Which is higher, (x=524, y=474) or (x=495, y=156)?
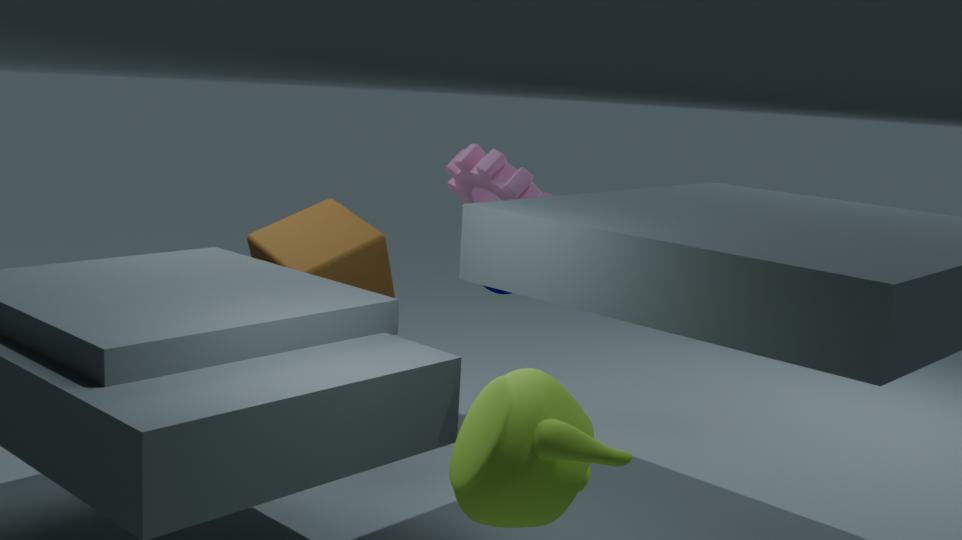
(x=495, y=156)
